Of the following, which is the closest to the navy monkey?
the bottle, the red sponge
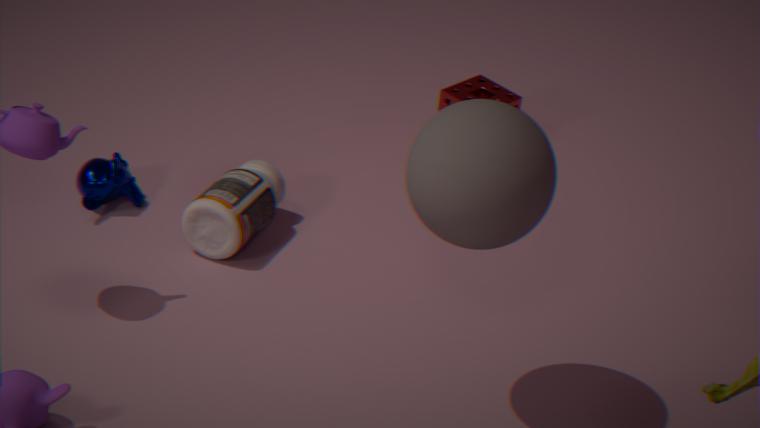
the bottle
